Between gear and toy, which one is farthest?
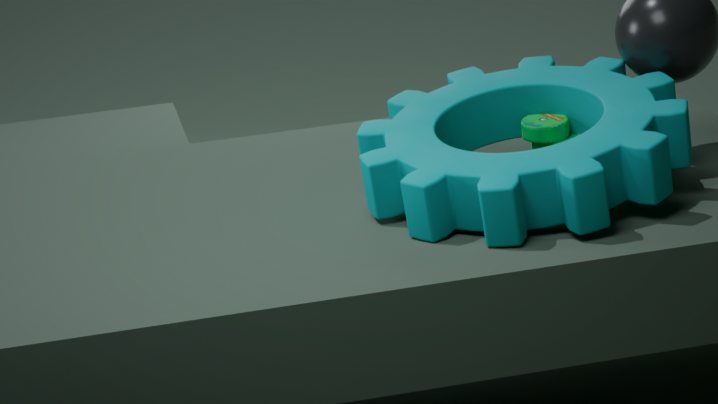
toy
